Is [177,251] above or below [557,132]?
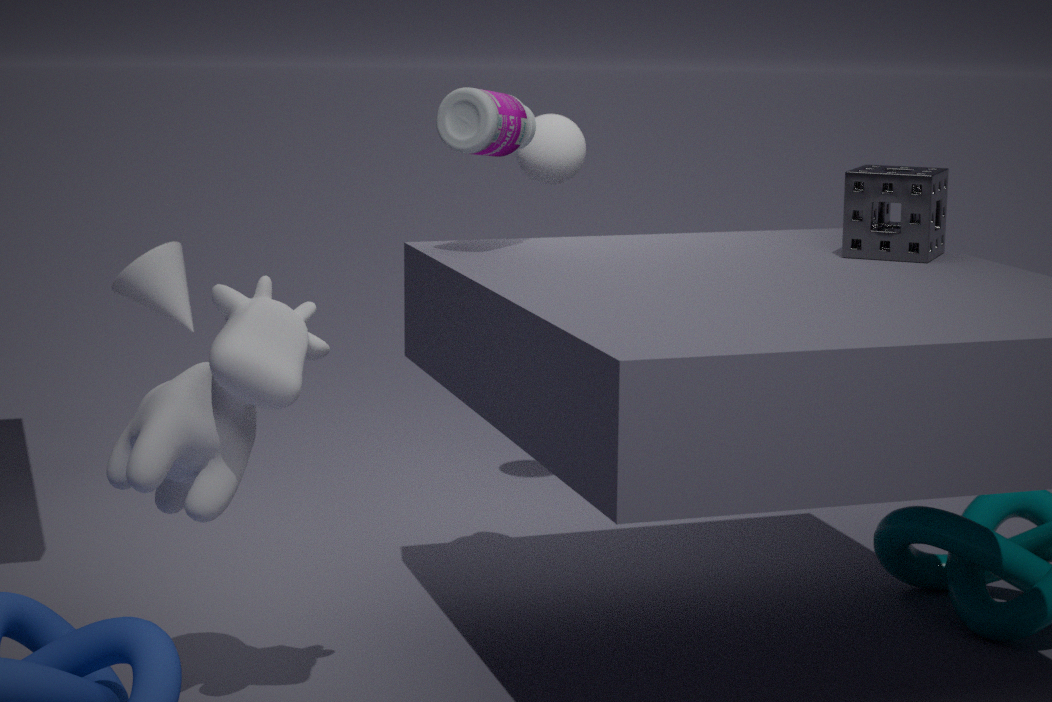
below
